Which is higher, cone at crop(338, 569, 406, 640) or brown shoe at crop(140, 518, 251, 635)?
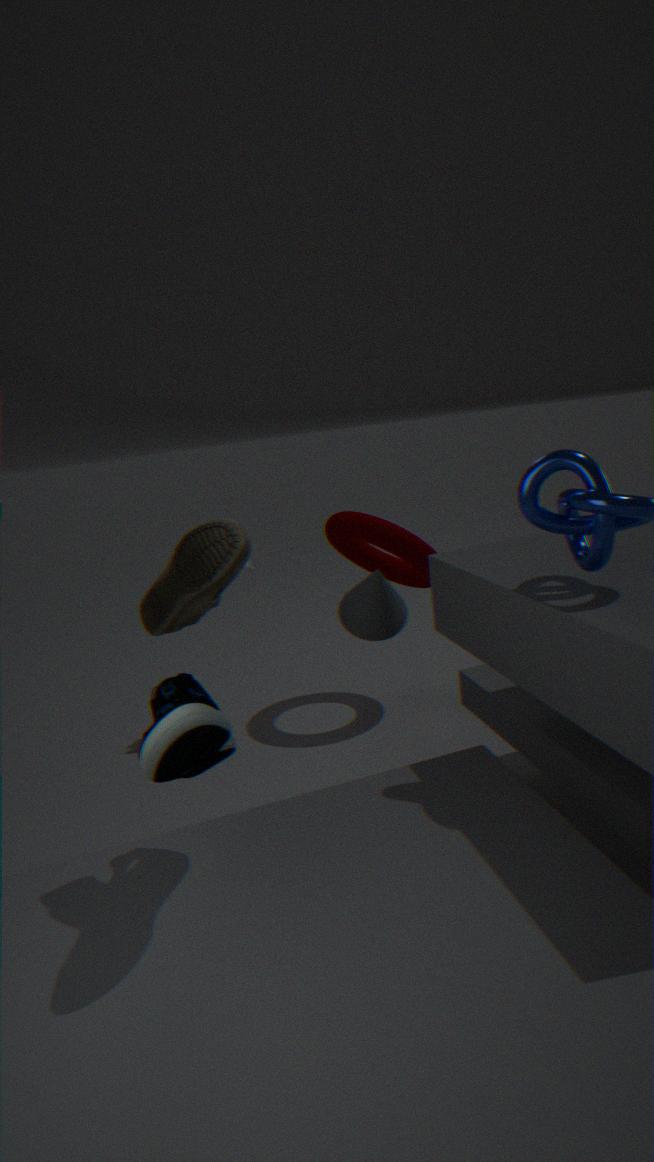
brown shoe at crop(140, 518, 251, 635)
